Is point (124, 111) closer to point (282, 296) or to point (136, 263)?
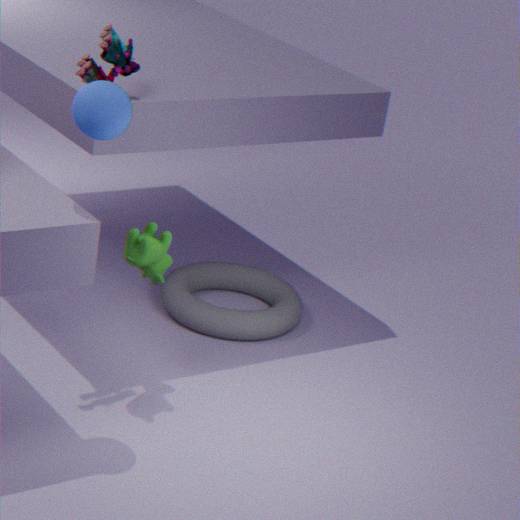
point (136, 263)
